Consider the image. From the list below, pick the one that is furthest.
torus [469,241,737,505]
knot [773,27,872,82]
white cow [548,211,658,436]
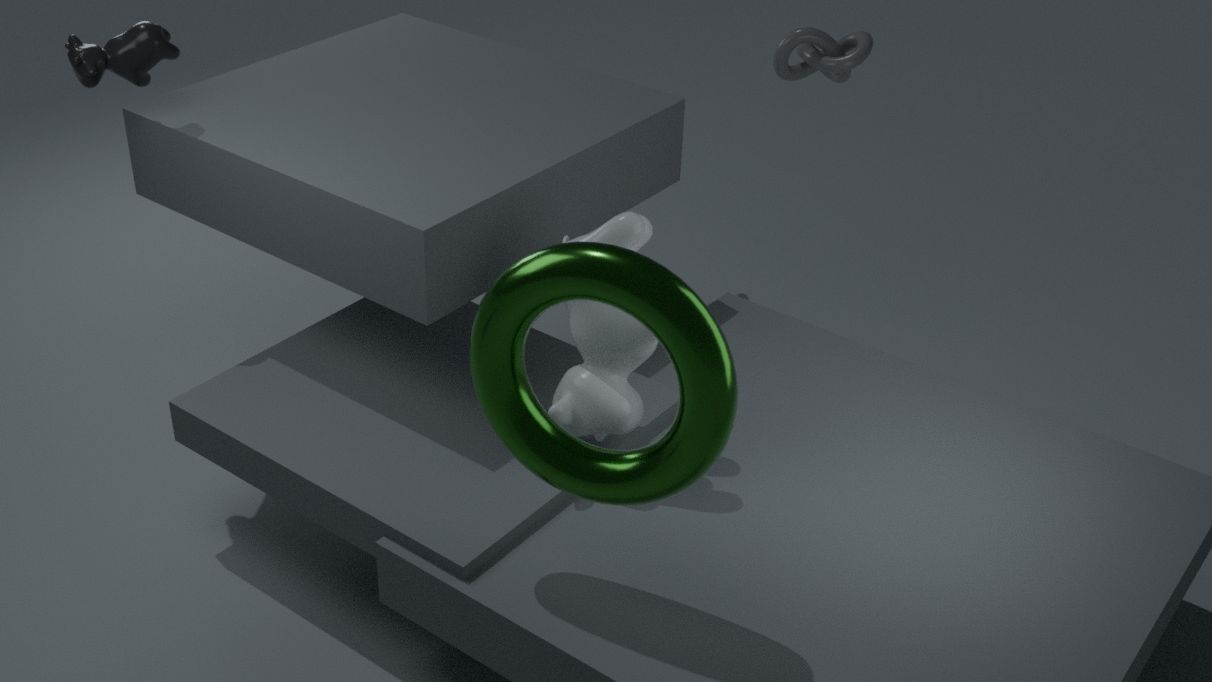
knot [773,27,872,82]
